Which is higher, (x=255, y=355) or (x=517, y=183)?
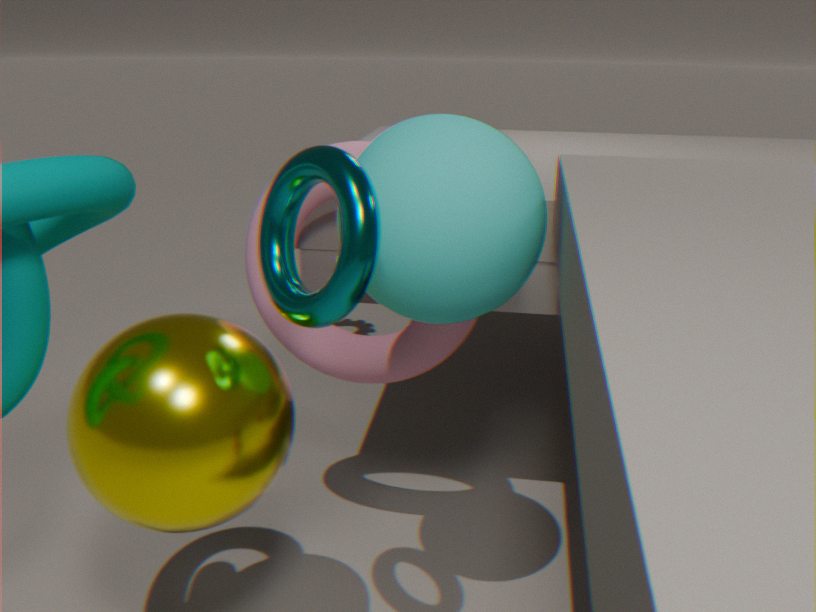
(x=517, y=183)
